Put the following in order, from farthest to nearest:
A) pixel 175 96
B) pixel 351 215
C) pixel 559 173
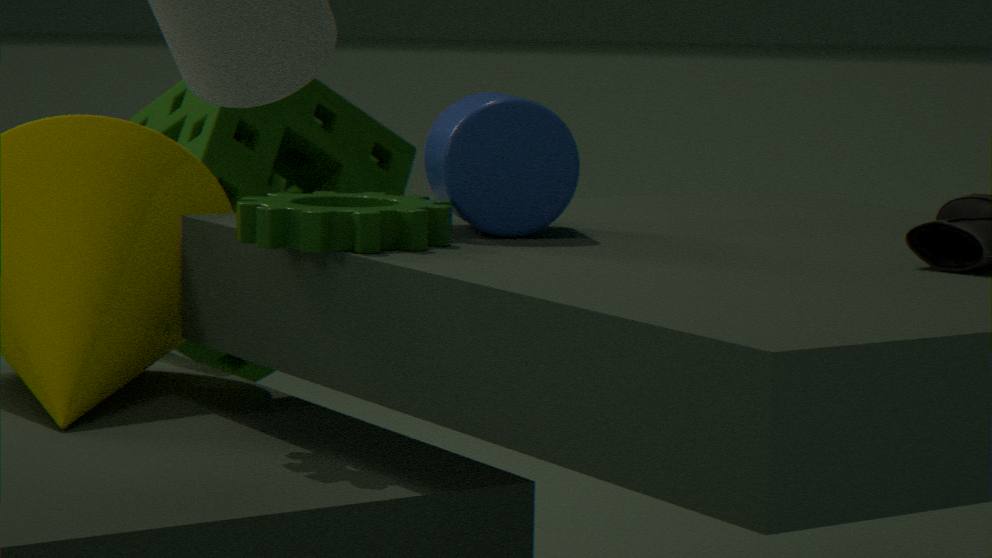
1. pixel 175 96
2. pixel 559 173
3. pixel 351 215
